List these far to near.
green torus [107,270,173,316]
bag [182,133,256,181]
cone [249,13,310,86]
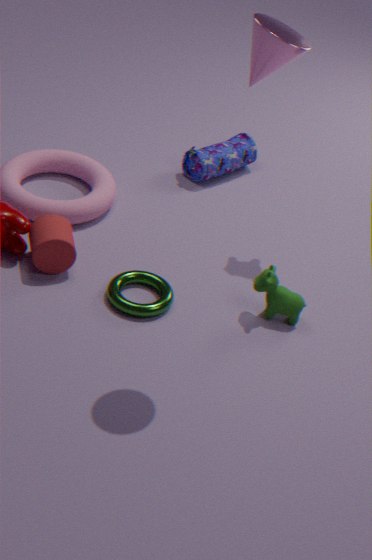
bag [182,133,256,181], green torus [107,270,173,316], cone [249,13,310,86]
